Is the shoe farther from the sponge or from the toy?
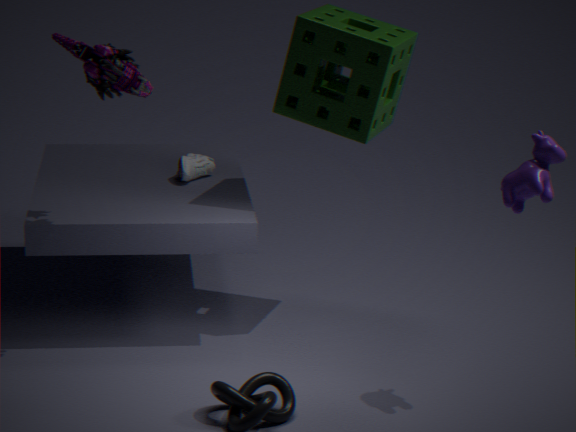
the toy
